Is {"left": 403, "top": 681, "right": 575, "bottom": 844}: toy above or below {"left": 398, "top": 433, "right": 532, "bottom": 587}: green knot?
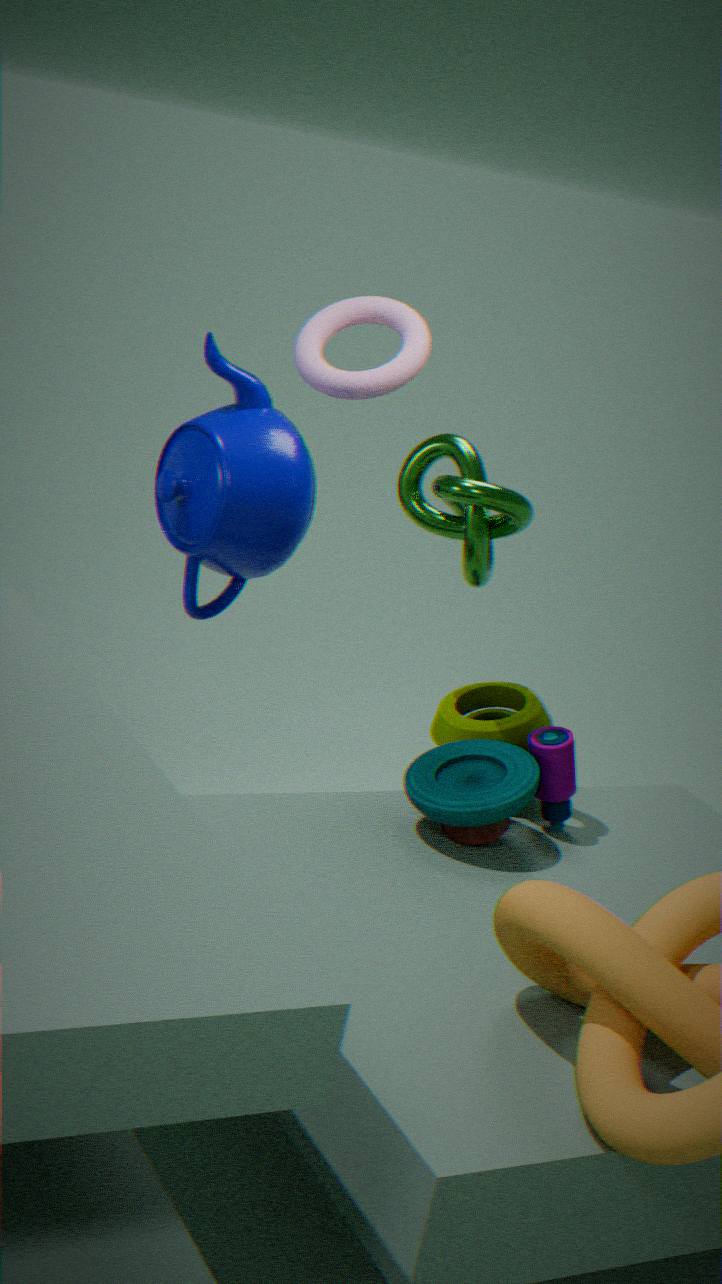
below
